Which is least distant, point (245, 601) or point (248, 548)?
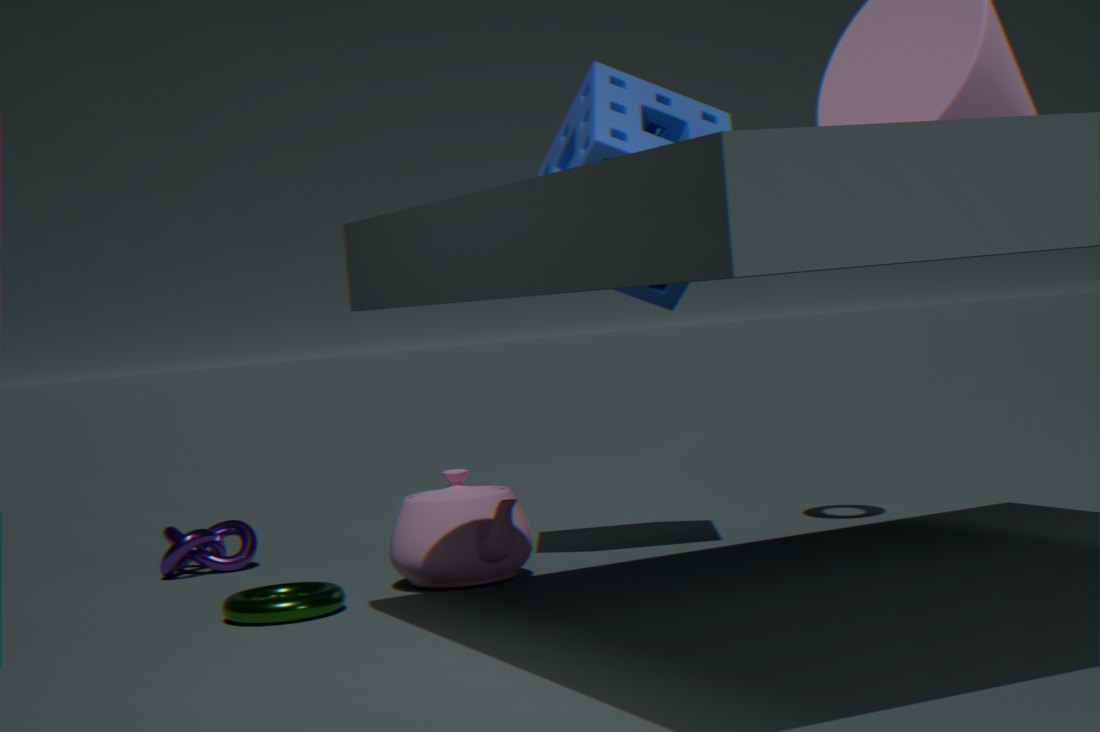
point (245, 601)
